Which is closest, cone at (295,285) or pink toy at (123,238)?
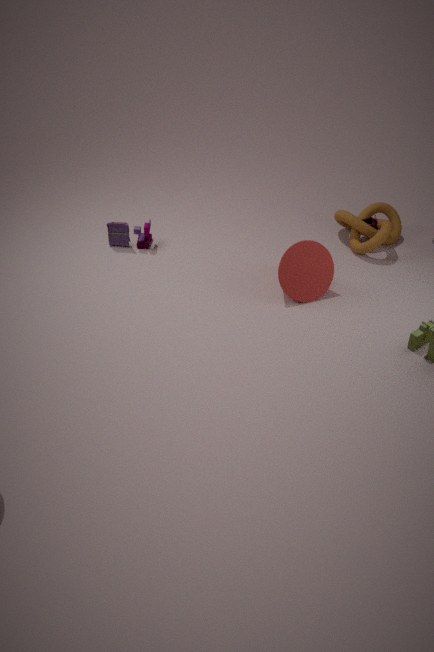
cone at (295,285)
